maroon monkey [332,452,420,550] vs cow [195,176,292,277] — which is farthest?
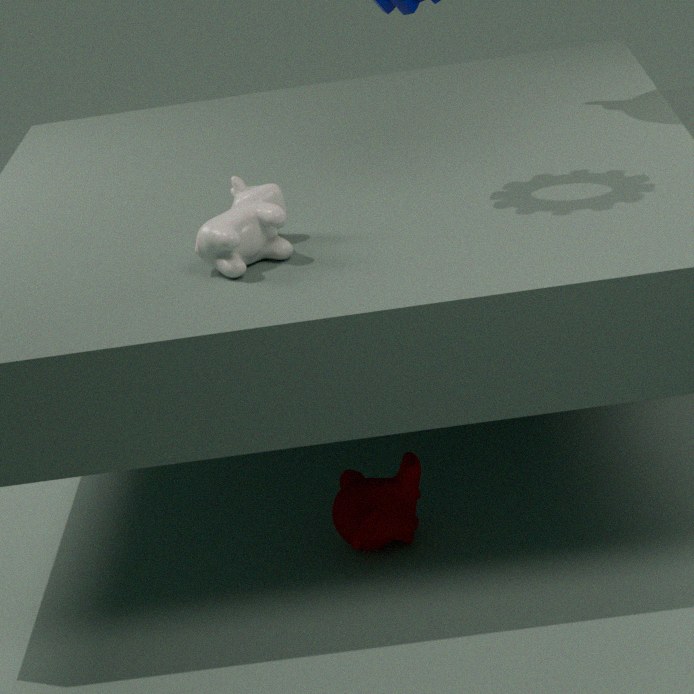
maroon monkey [332,452,420,550]
